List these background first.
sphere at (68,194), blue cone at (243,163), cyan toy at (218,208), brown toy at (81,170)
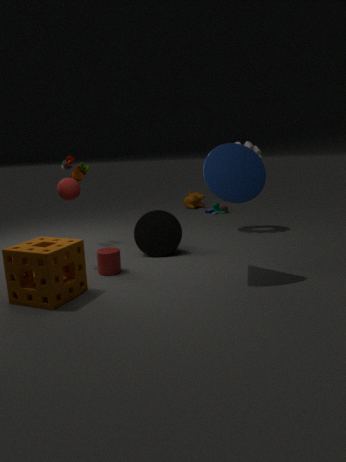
1. cyan toy at (218,208)
2. brown toy at (81,170)
3. sphere at (68,194)
4. blue cone at (243,163)
